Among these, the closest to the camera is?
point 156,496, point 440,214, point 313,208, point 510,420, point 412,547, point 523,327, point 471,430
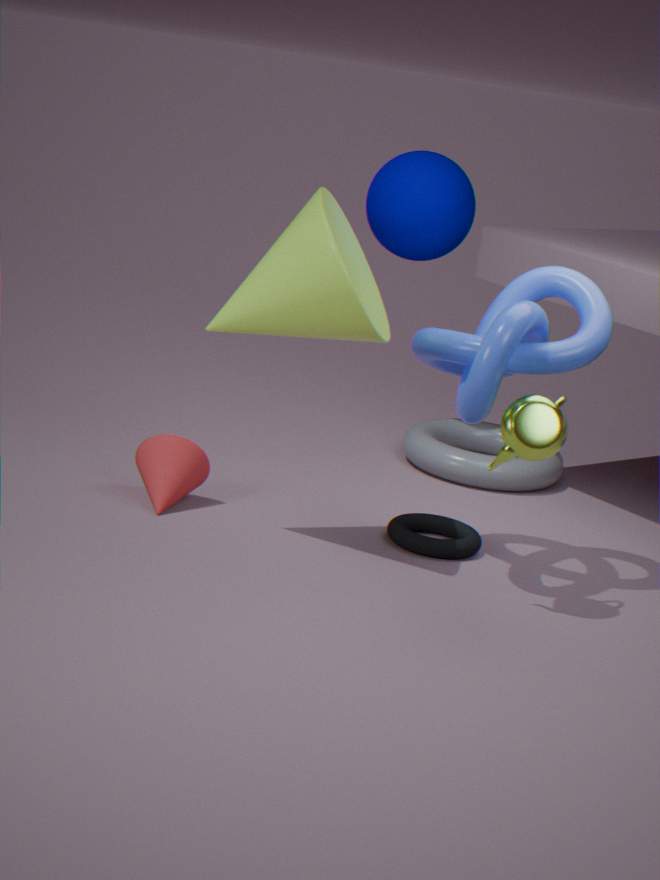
point 510,420
